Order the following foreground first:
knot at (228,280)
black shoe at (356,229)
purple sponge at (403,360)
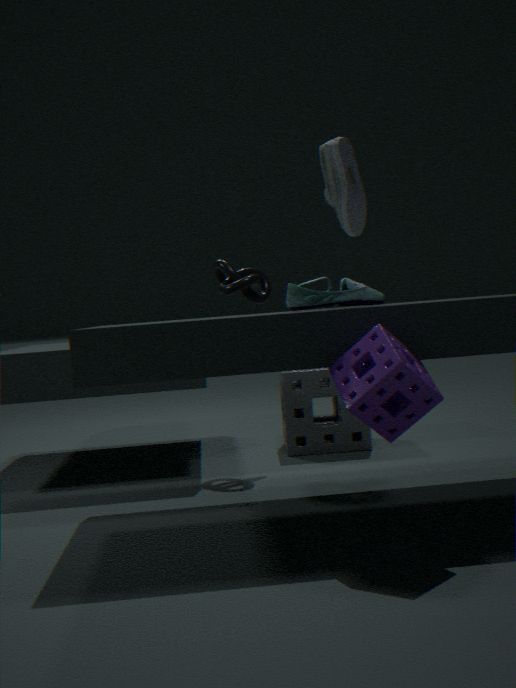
1. purple sponge at (403,360)
2. black shoe at (356,229)
3. knot at (228,280)
